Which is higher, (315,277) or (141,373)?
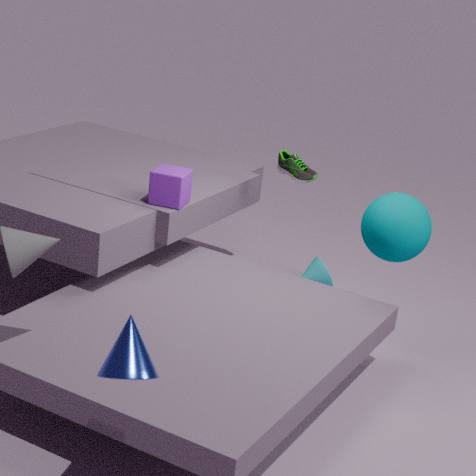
(141,373)
